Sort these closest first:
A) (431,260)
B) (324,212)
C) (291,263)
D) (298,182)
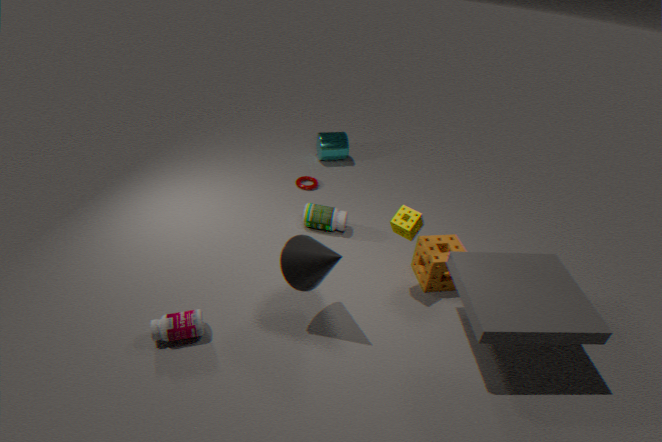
(291,263) → (431,260) → (324,212) → (298,182)
